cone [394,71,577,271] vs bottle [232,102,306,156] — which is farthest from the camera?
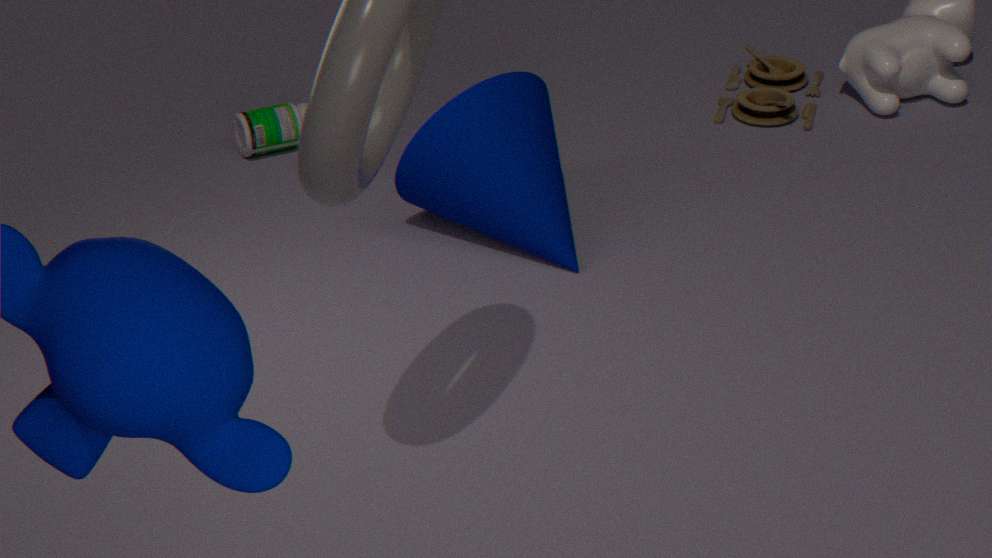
bottle [232,102,306,156]
